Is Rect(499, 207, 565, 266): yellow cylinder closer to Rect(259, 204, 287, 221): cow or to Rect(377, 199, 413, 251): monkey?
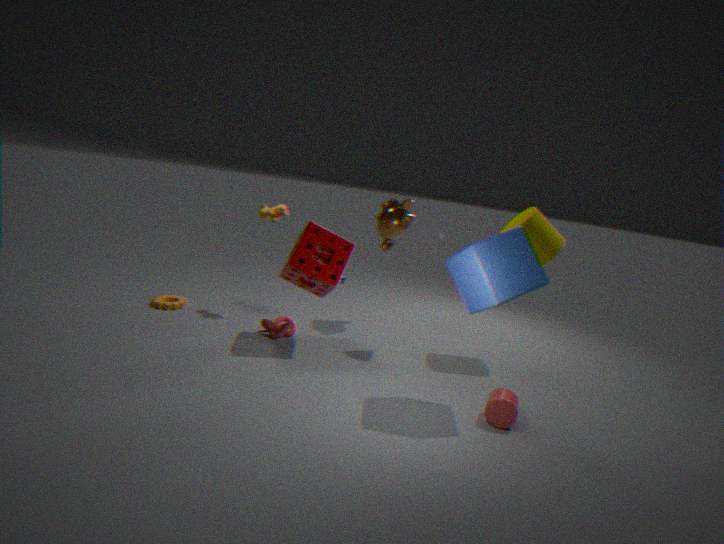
Rect(377, 199, 413, 251): monkey
